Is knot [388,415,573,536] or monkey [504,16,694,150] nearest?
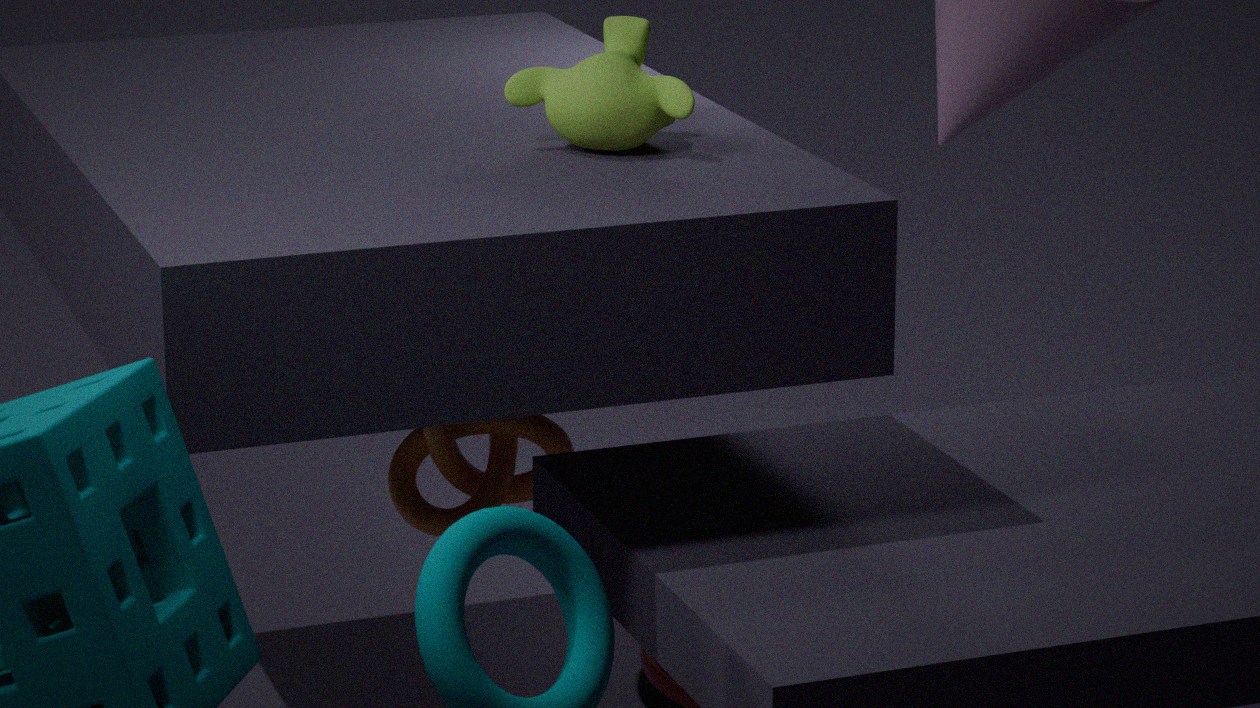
monkey [504,16,694,150]
